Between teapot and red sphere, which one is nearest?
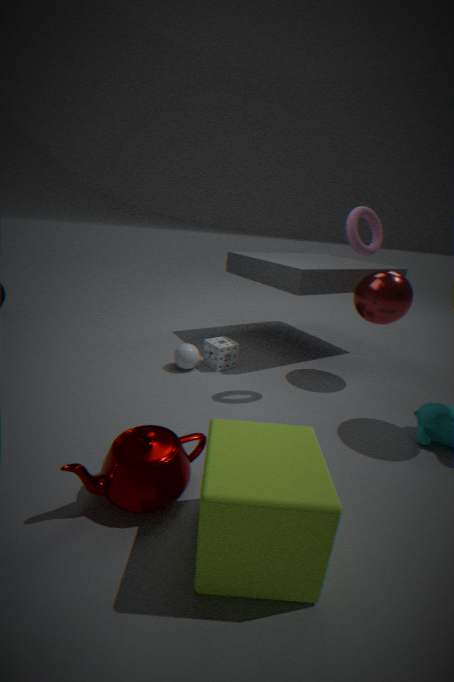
teapot
